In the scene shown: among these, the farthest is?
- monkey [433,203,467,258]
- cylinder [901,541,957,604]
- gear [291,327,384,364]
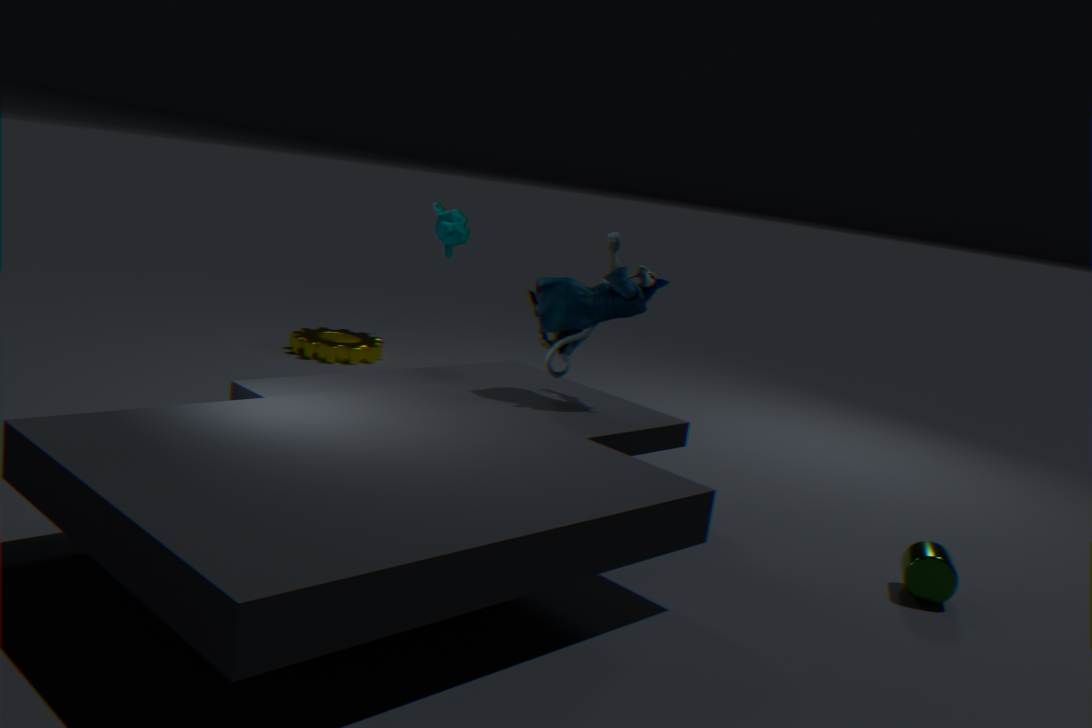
gear [291,327,384,364]
